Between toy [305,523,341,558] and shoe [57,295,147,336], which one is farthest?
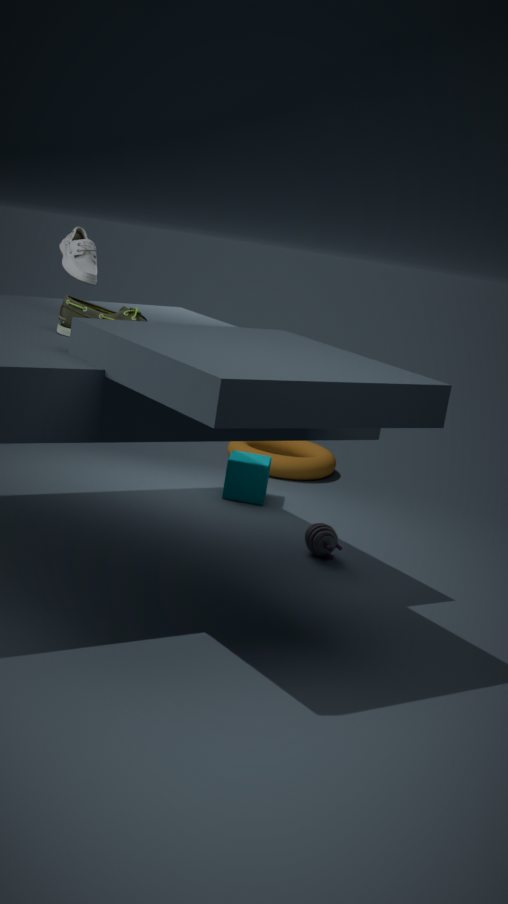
toy [305,523,341,558]
